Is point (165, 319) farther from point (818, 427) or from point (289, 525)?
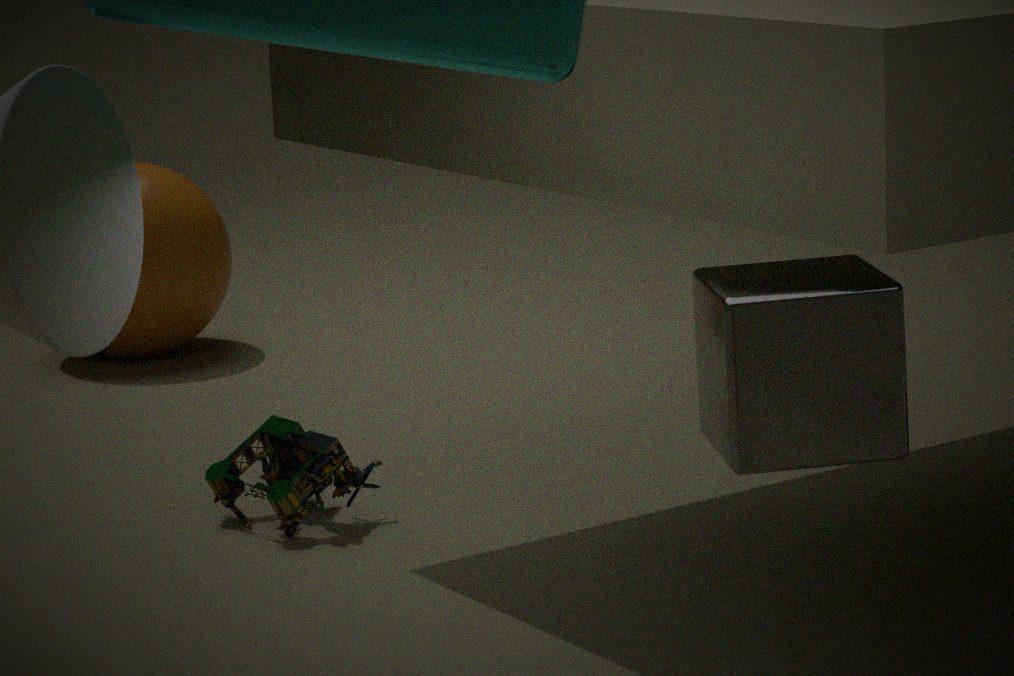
point (818, 427)
